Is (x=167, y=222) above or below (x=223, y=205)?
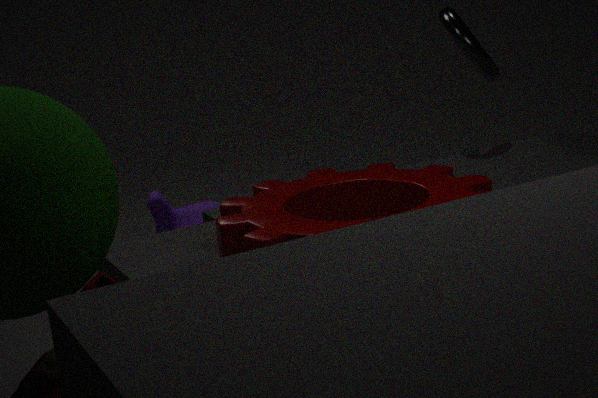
below
